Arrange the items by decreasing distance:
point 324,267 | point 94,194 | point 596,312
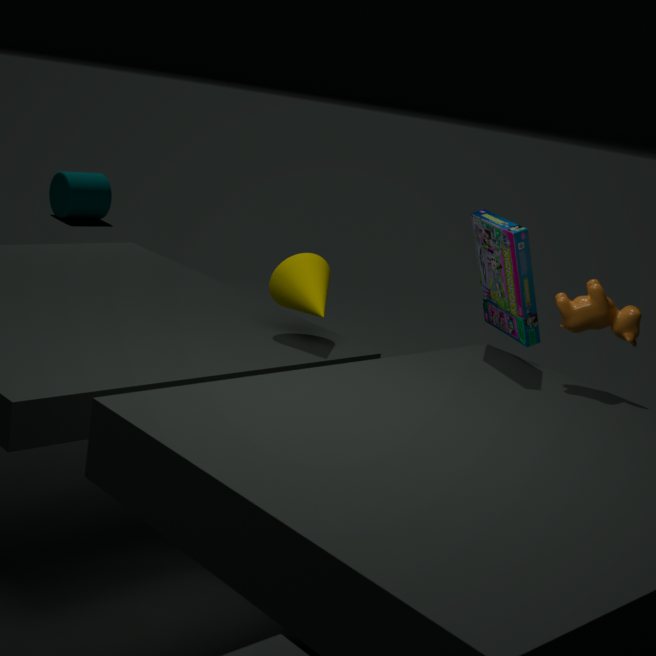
point 94,194 → point 324,267 → point 596,312
